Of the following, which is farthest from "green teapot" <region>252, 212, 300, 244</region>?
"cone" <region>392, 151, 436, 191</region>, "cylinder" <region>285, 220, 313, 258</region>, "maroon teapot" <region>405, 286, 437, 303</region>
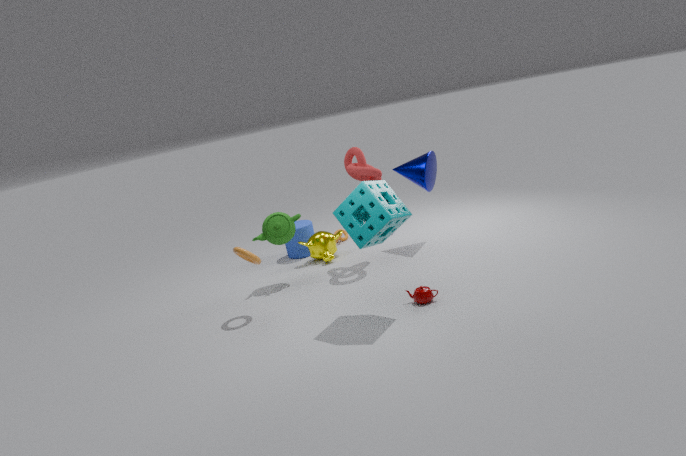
"maroon teapot" <region>405, 286, 437, 303</region>
